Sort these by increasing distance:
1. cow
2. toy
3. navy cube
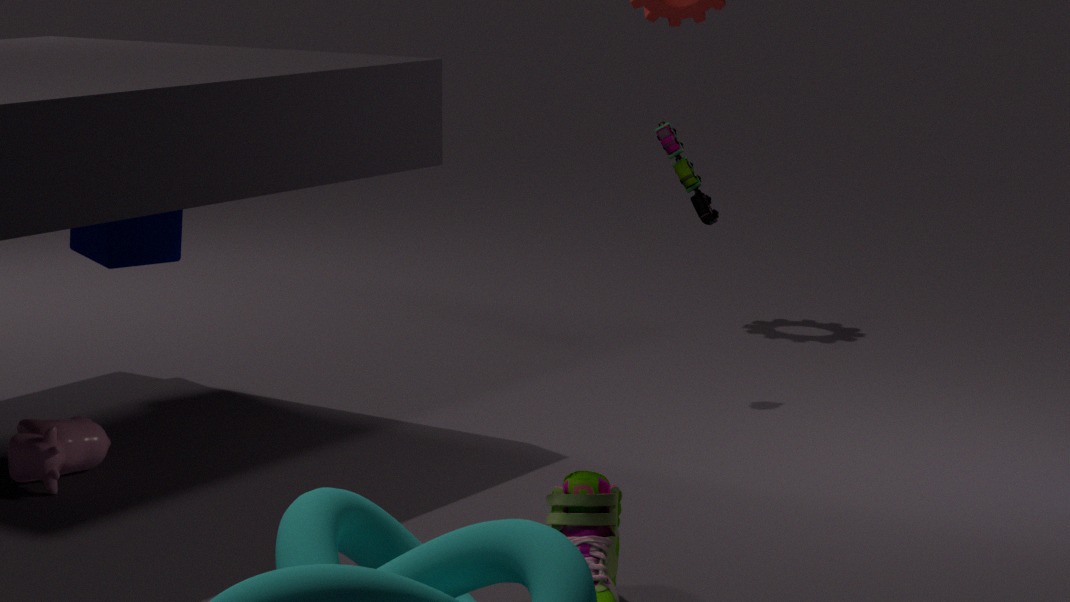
cow
navy cube
toy
